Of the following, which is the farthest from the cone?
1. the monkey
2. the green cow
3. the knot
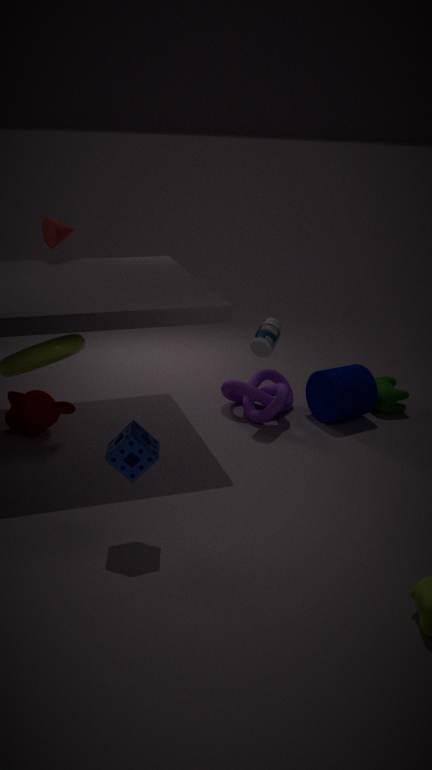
the green cow
